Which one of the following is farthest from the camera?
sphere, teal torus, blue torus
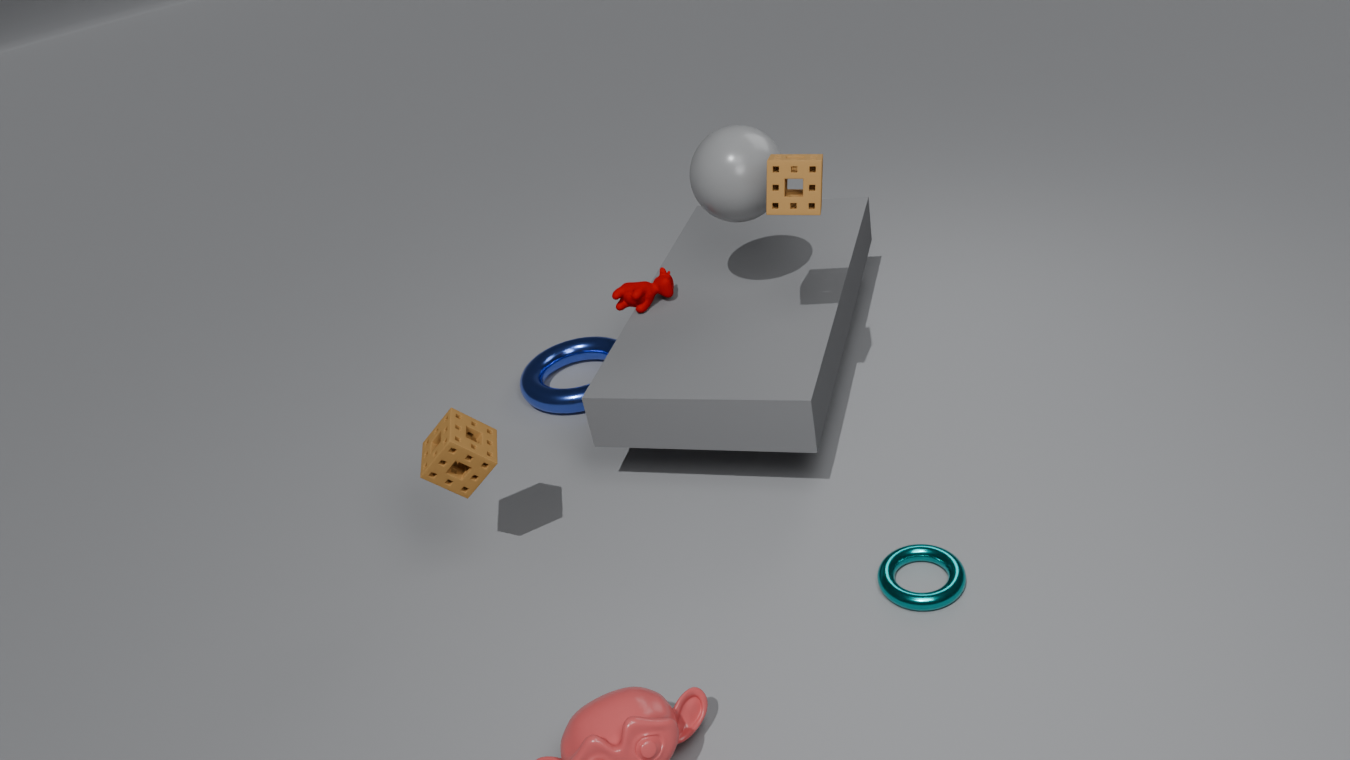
blue torus
